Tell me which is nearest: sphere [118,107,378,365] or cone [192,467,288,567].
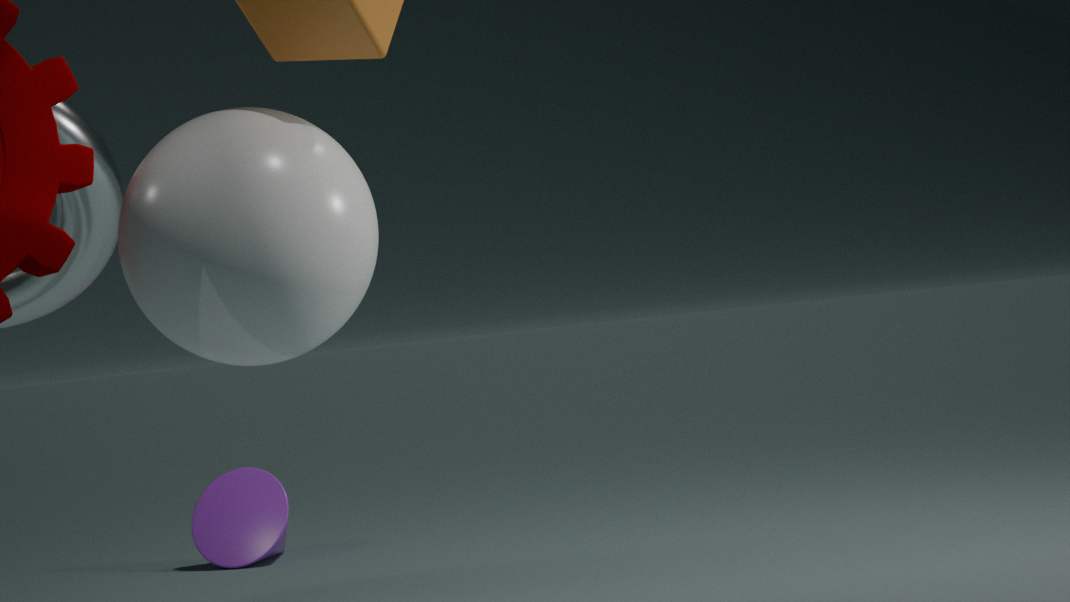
sphere [118,107,378,365]
